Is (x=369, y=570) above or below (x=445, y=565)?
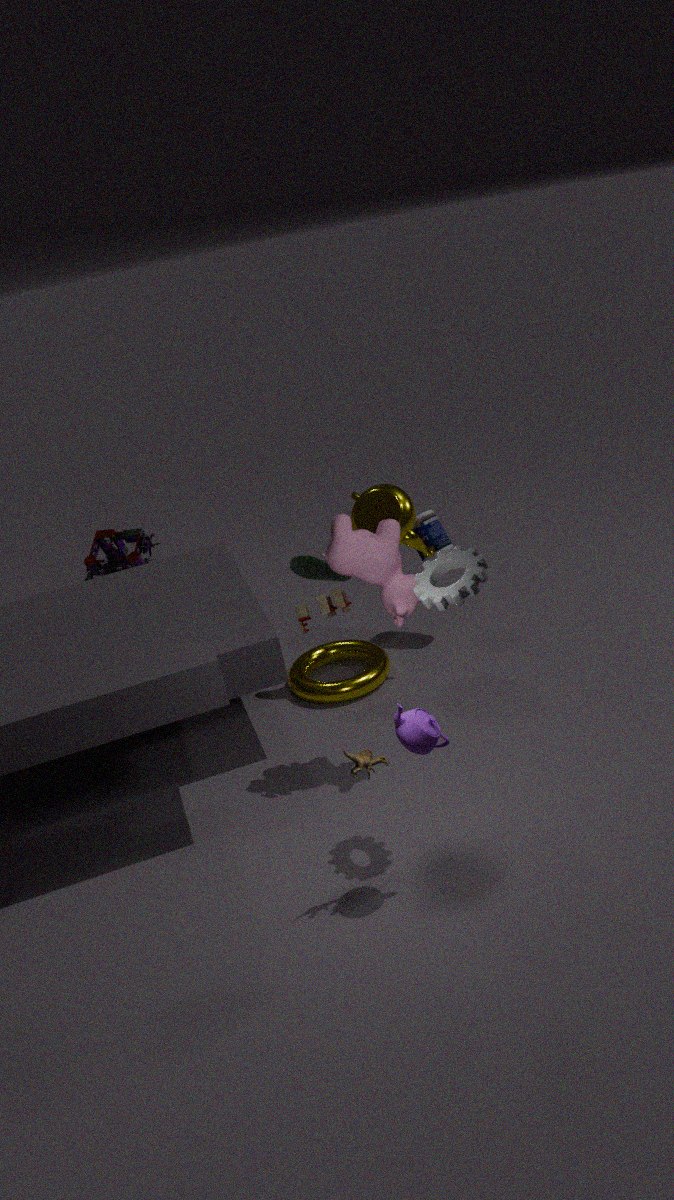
below
